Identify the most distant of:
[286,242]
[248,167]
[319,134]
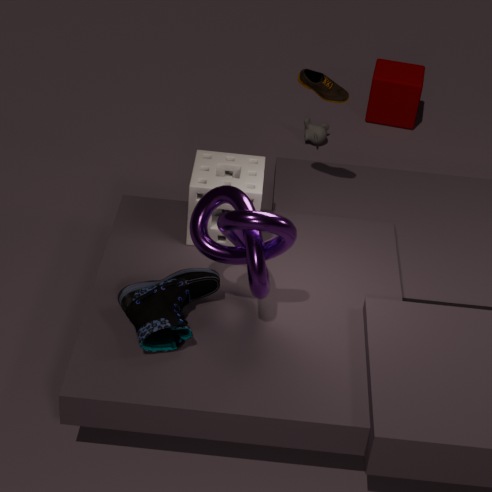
[319,134]
